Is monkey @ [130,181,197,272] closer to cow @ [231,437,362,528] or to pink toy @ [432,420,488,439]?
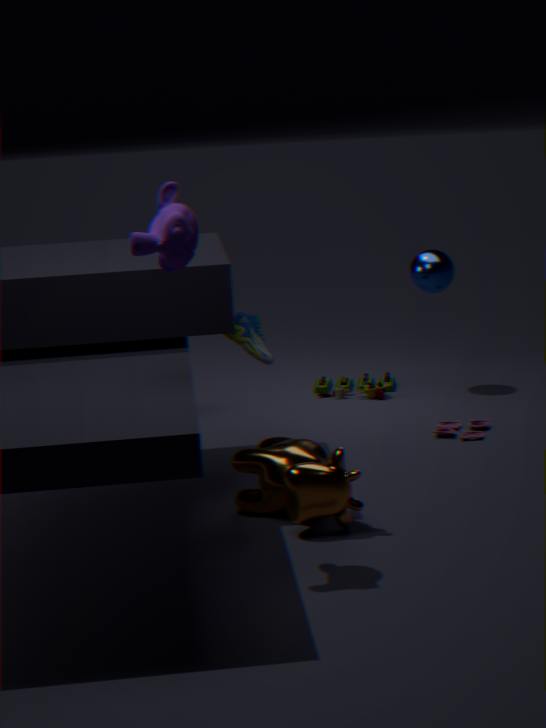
cow @ [231,437,362,528]
